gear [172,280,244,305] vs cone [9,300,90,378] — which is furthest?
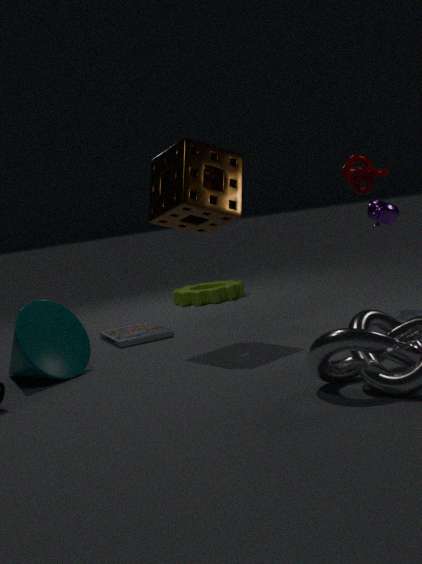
gear [172,280,244,305]
